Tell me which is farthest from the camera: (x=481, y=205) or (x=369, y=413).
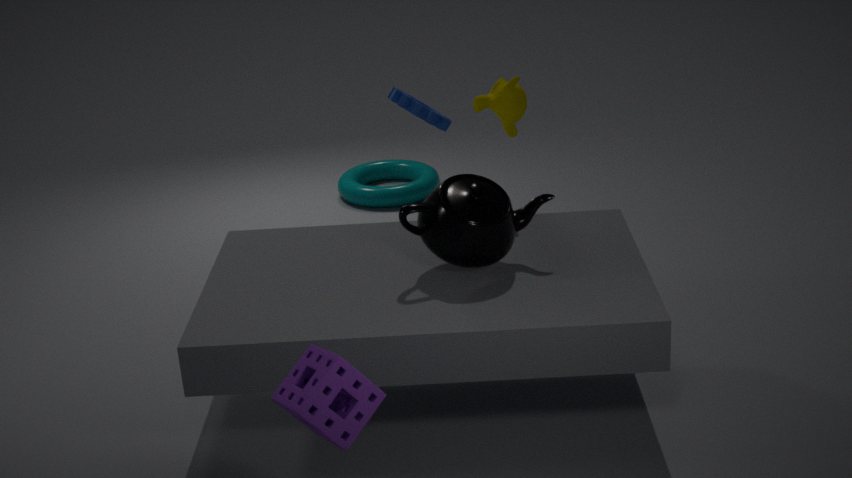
(x=481, y=205)
